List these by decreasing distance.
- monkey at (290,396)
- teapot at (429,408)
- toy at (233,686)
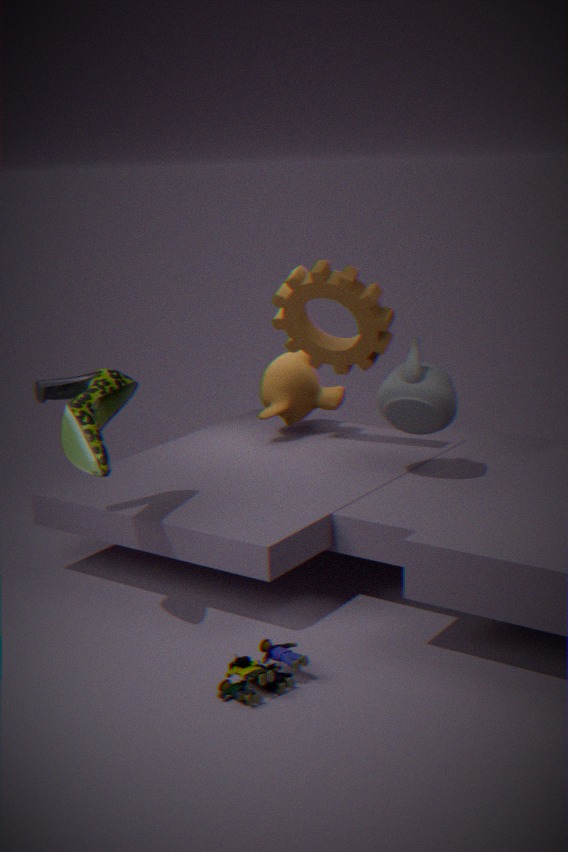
monkey at (290,396) < teapot at (429,408) < toy at (233,686)
